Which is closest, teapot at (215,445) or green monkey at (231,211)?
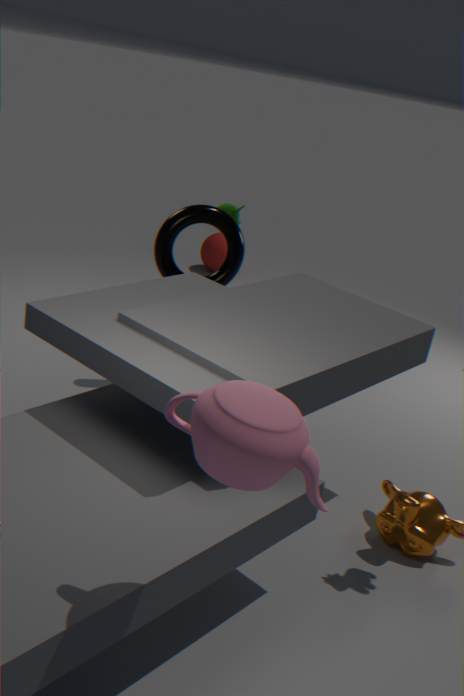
teapot at (215,445)
